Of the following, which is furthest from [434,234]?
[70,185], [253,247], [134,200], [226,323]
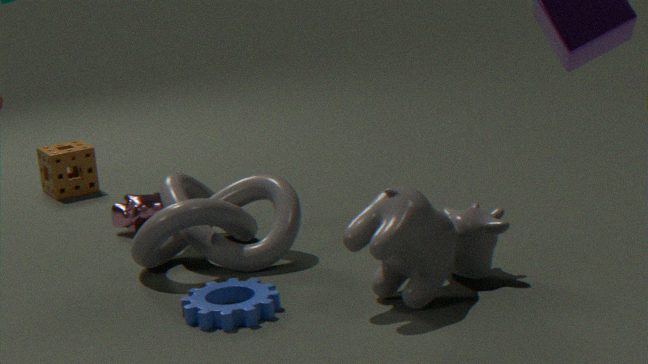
[70,185]
